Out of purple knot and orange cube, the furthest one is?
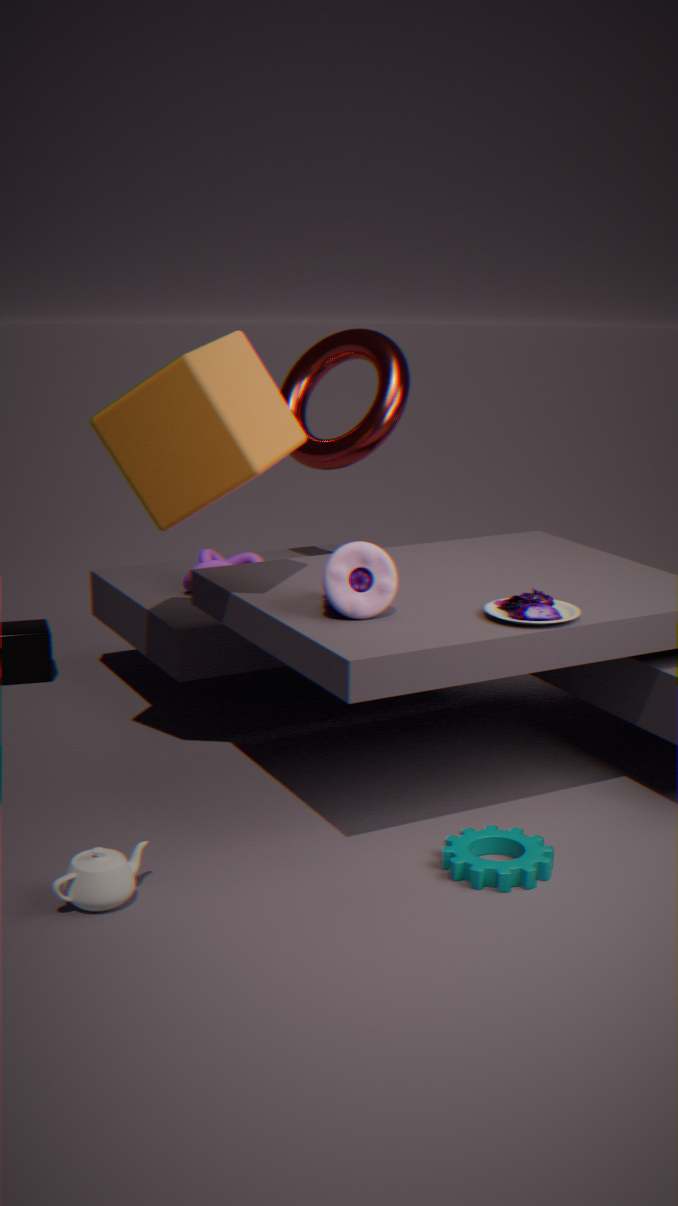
purple knot
